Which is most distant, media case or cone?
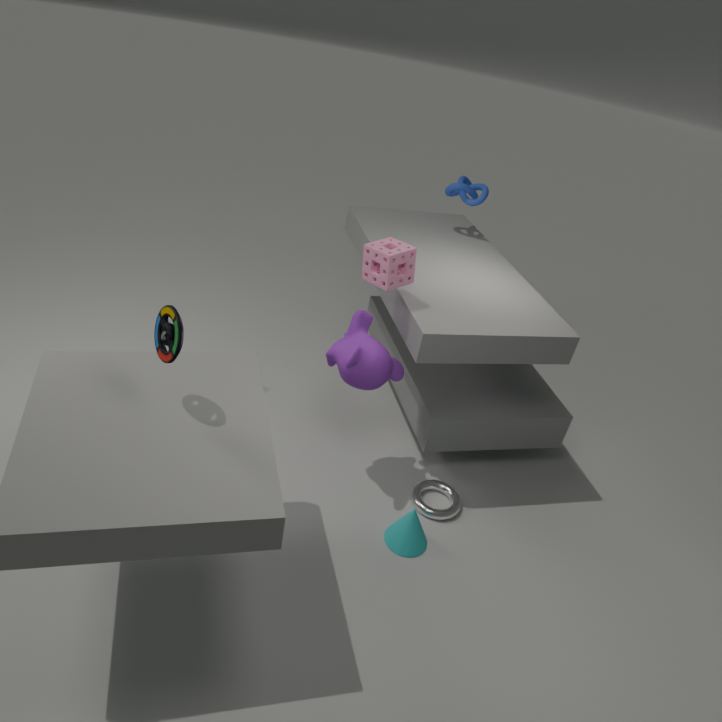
cone
